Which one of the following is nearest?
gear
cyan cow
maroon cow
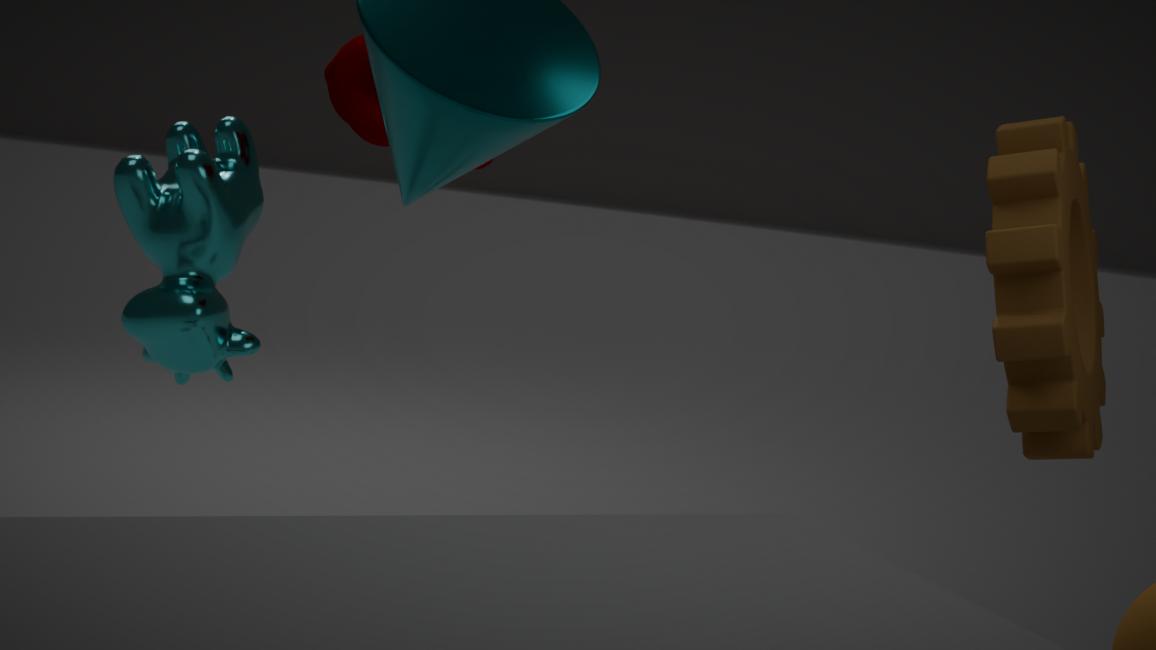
gear
